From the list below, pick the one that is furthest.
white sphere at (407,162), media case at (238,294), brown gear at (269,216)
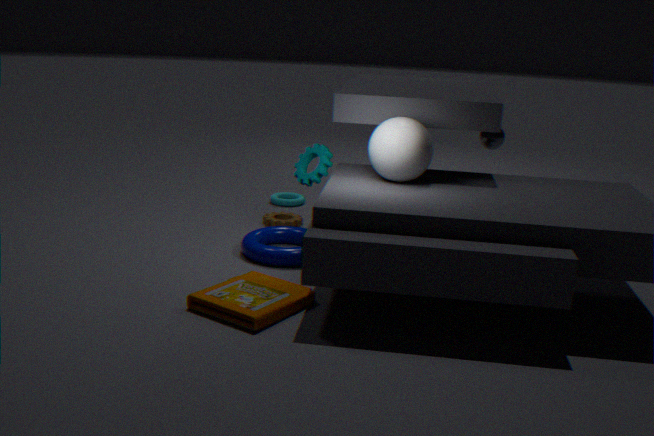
brown gear at (269,216)
